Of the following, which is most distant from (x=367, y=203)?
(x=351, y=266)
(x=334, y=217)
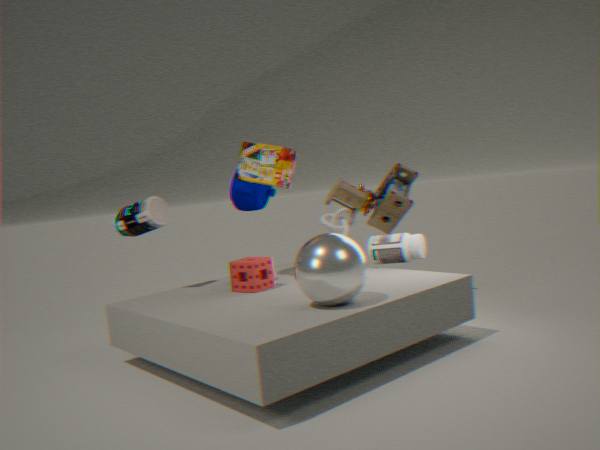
(x=351, y=266)
